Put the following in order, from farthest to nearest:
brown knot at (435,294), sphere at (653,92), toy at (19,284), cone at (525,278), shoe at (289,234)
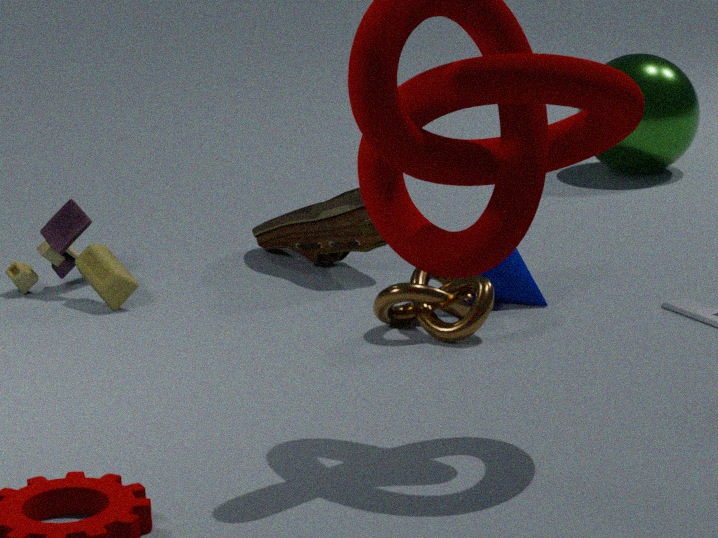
sphere at (653,92), shoe at (289,234), toy at (19,284), cone at (525,278), brown knot at (435,294)
